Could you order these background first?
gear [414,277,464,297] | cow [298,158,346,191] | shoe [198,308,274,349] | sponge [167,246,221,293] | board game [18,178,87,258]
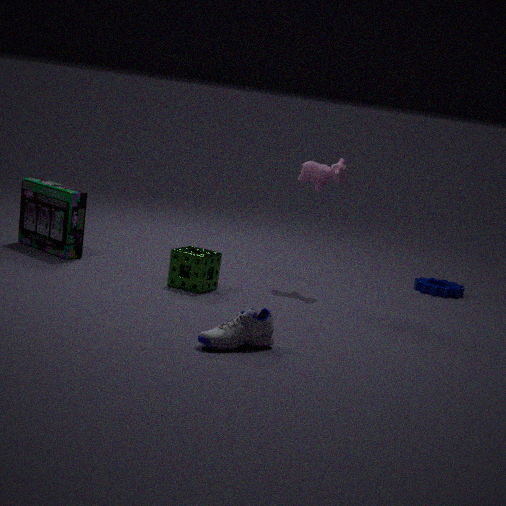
1. gear [414,277,464,297]
2. board game [18,178,87,258]
3. cow [298,158,346,191]
4. sponge [167,246,221,293]
5. shoe [198,308,274,349]
